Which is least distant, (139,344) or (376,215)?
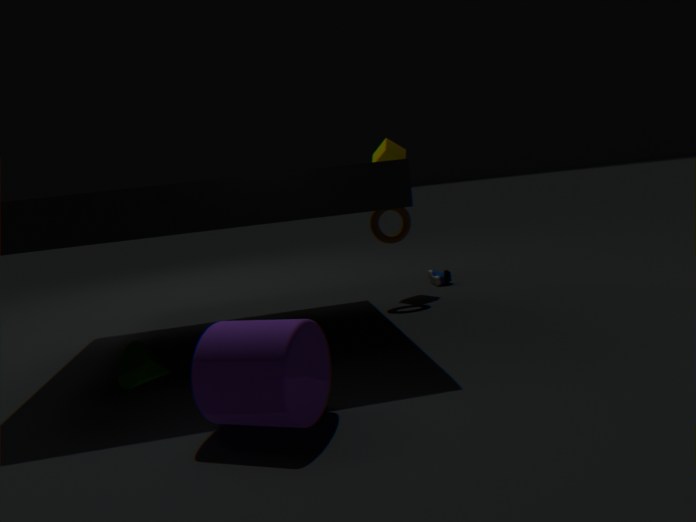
(139,344)
